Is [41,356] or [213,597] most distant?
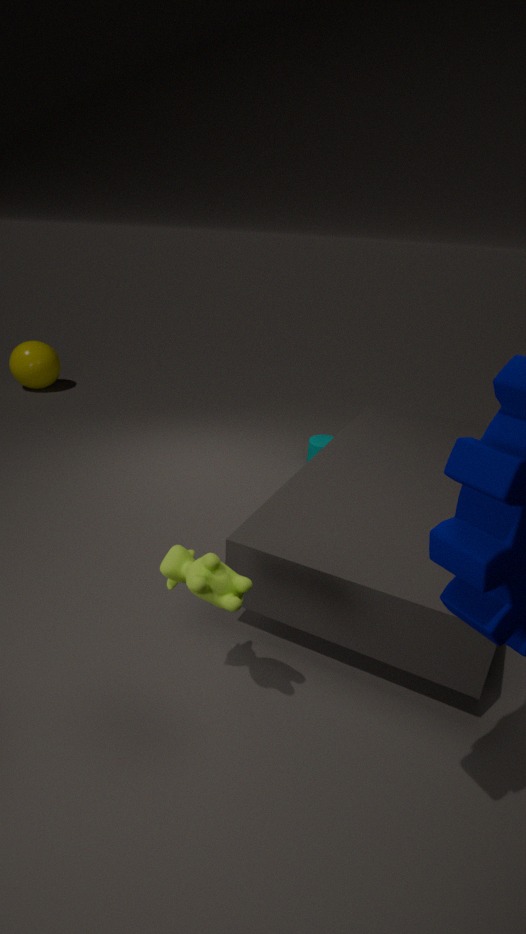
[41,356]
